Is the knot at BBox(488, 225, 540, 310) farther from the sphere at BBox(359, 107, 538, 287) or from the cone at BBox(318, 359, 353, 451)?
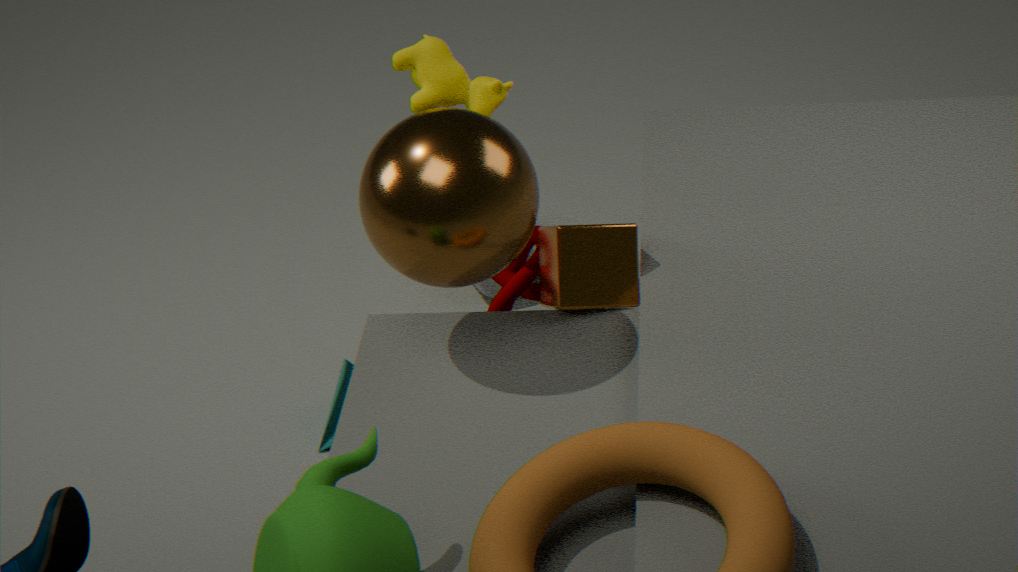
the cone at BBox(318, 359, 353, 451)
